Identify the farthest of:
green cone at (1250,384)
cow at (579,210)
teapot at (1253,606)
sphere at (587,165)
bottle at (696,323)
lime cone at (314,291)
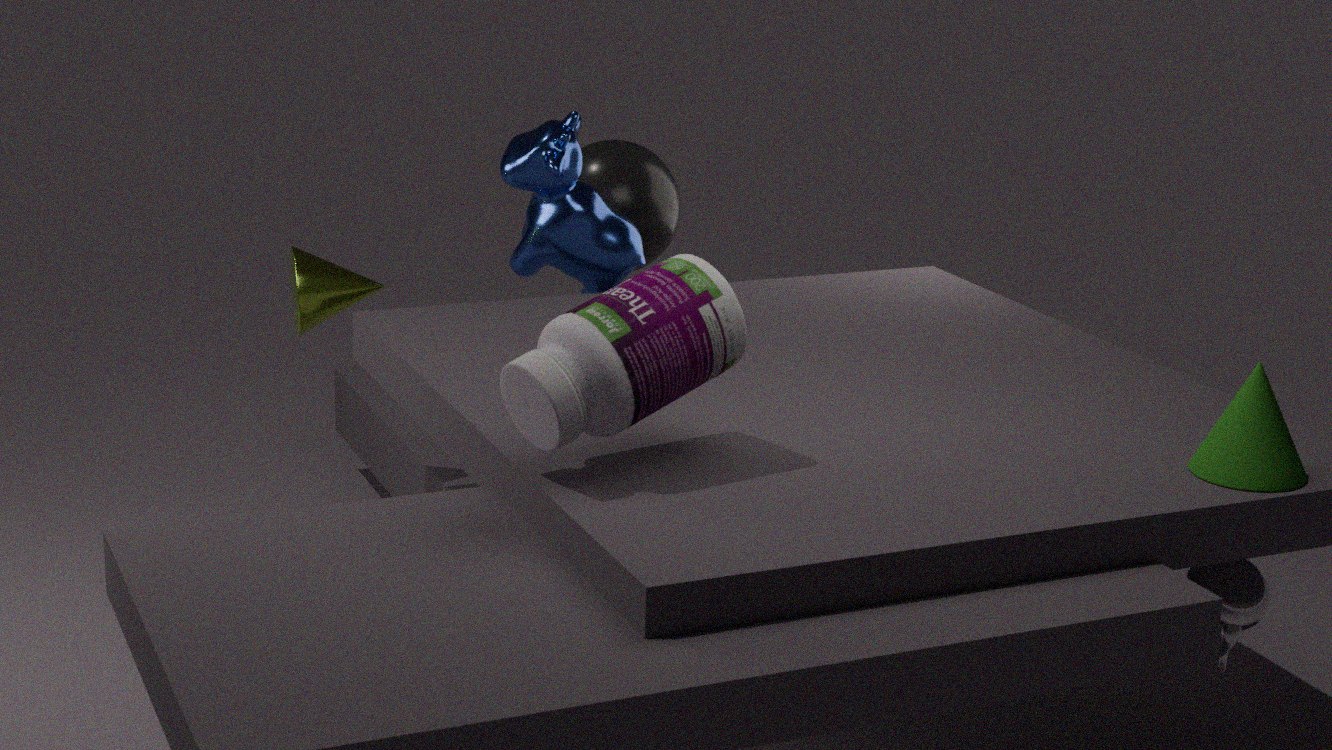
sphere at (587,165)
